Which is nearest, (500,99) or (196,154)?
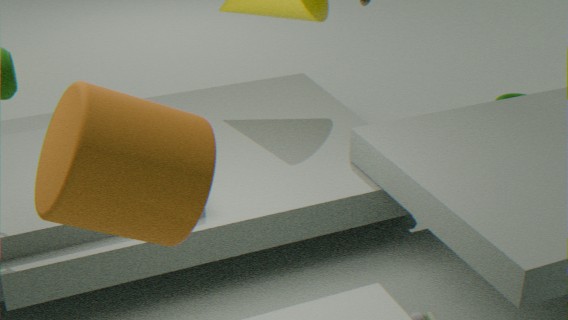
(196,154)
